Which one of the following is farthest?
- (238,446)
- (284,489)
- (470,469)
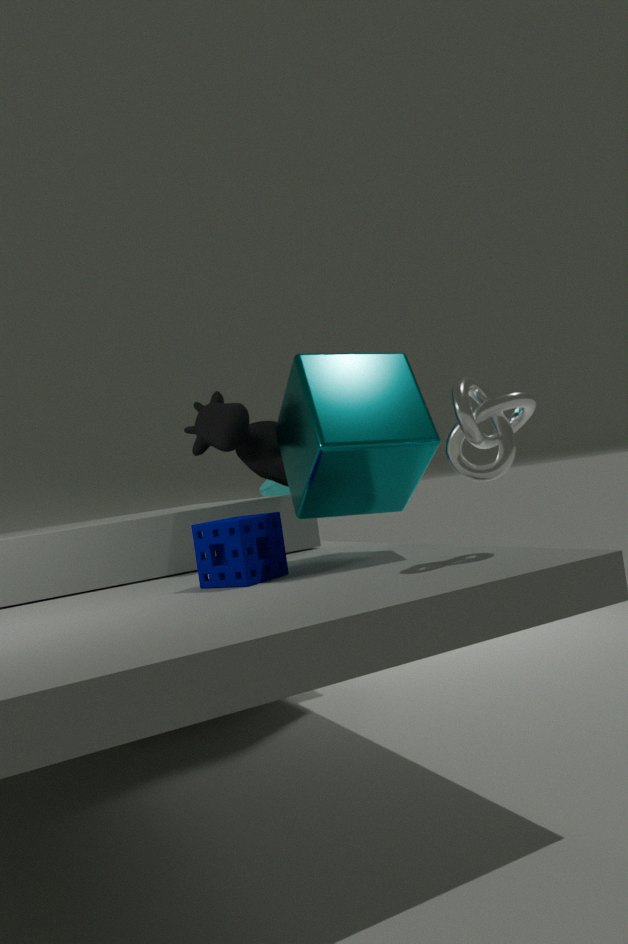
(284,489)
